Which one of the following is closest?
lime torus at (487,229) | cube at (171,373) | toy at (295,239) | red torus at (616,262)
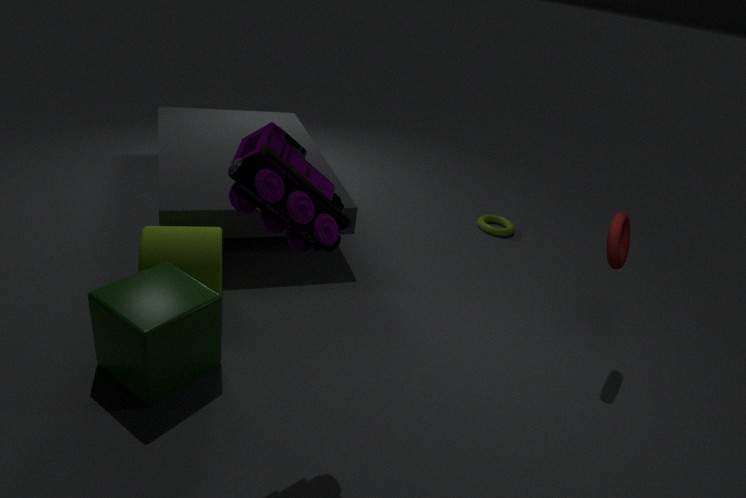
toy at (295,239)
